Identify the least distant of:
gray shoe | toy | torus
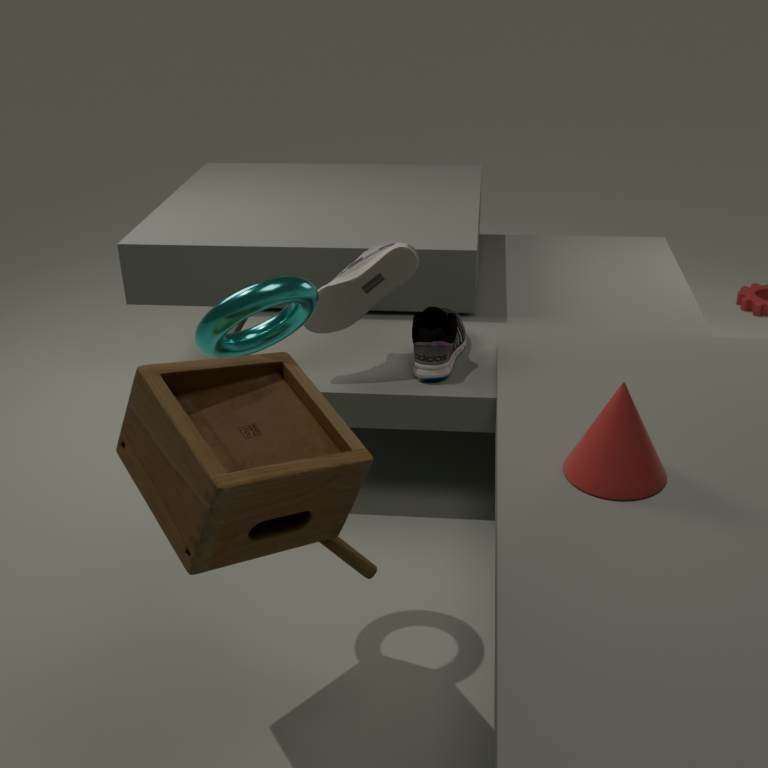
toy
